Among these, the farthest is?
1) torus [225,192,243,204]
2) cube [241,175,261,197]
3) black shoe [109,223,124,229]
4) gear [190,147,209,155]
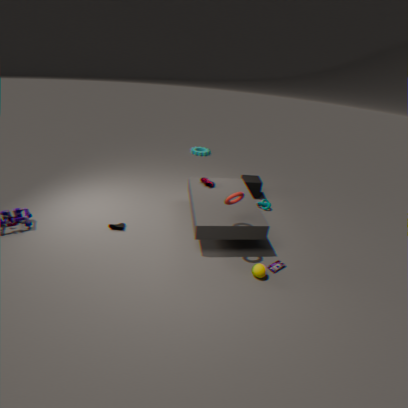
4. gear [190,147,209,155]
